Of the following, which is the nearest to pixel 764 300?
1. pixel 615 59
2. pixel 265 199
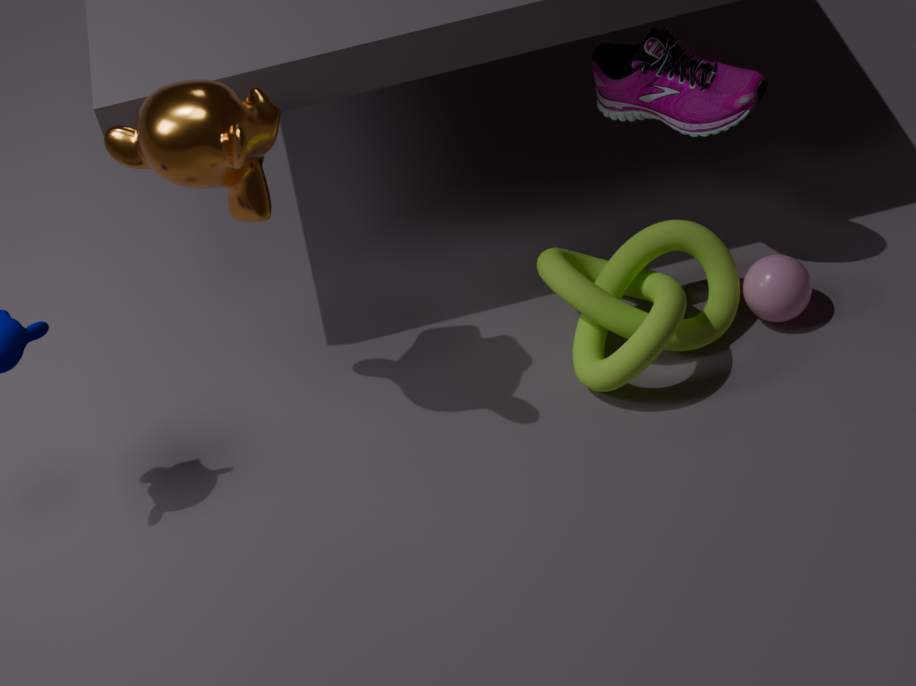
pixel 615 59
